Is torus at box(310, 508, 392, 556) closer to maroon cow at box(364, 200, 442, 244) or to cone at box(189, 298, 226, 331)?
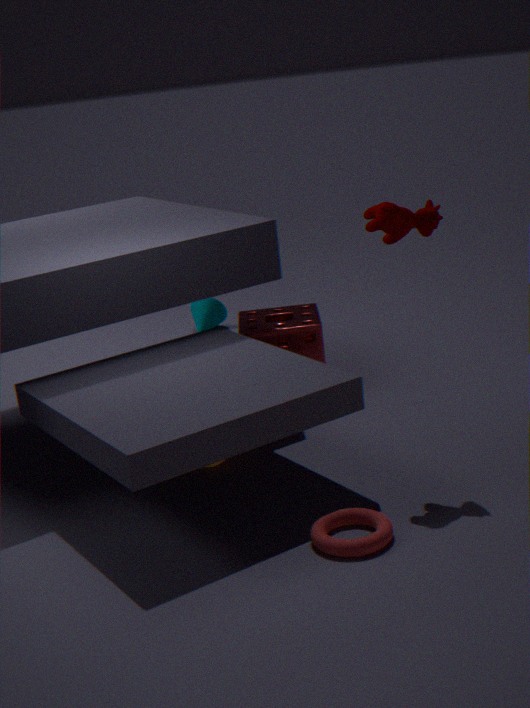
maroon cow at box(364, 200, 442, 244)
